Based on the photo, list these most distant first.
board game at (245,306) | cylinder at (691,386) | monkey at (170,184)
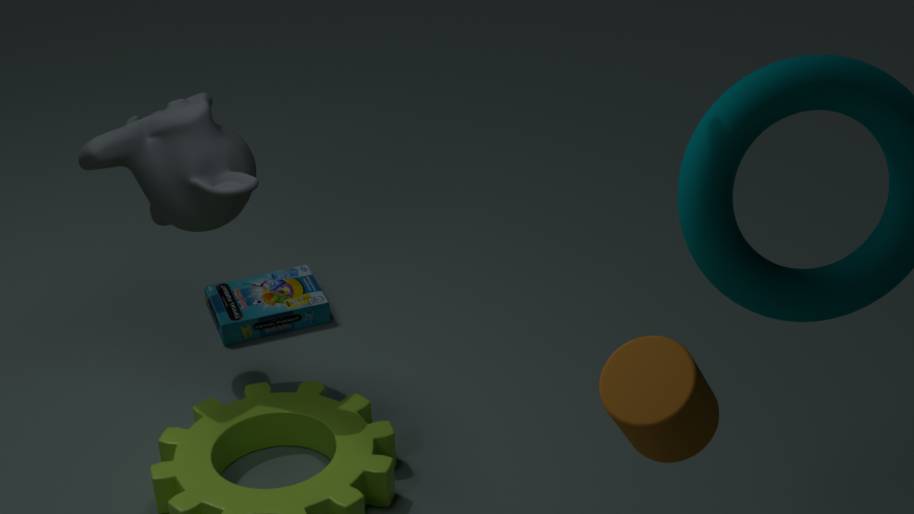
1. board game at (245,306)
2. monkey at (170,184)
3. cylinder at (691,386)
